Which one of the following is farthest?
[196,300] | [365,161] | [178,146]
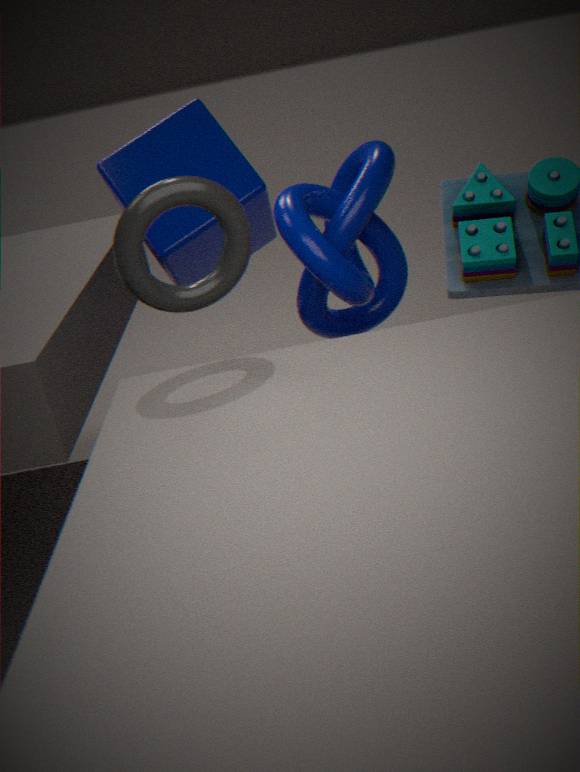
[178,146]
